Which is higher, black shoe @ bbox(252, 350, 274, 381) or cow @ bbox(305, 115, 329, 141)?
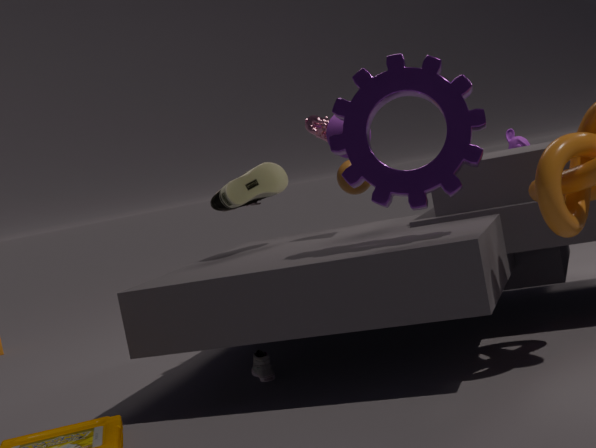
cow @ bbox(305, 115, 329, 141)
